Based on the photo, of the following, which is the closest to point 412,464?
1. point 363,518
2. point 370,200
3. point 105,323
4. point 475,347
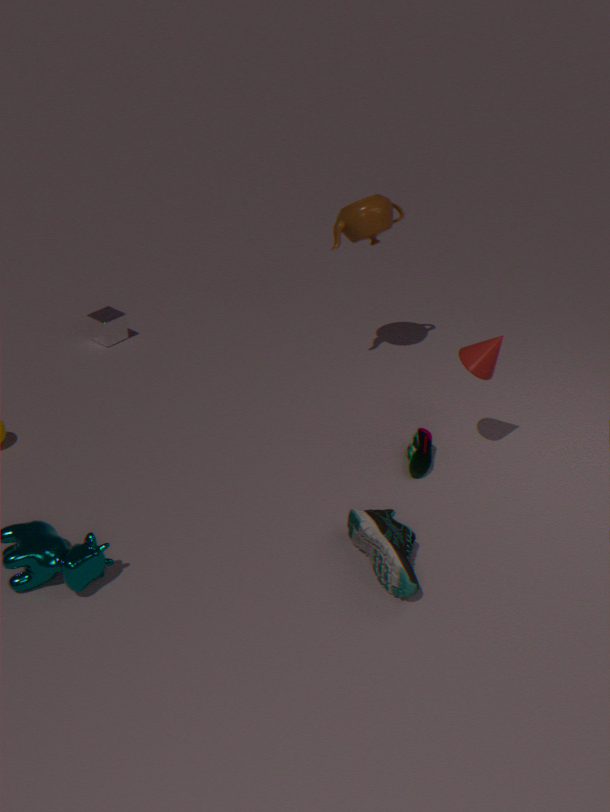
point 475,347
